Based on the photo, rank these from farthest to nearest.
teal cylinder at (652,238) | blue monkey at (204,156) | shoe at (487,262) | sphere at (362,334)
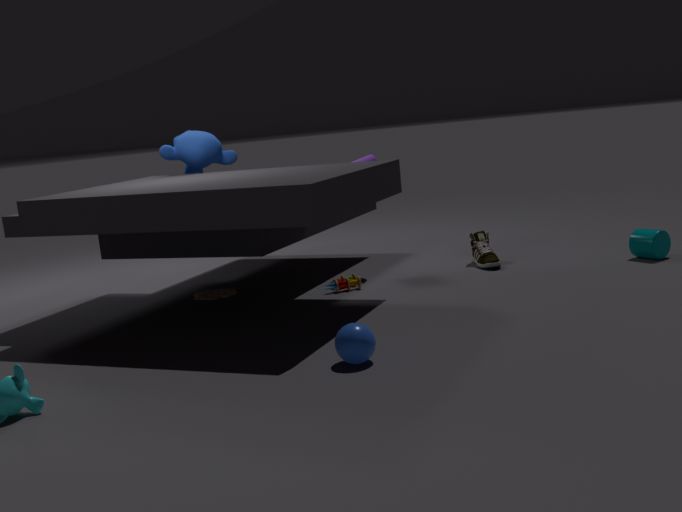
blue monkey at (204,156)
shoe at (487,262)
teal cylinder at (652,238)
sphere at (362,334)
